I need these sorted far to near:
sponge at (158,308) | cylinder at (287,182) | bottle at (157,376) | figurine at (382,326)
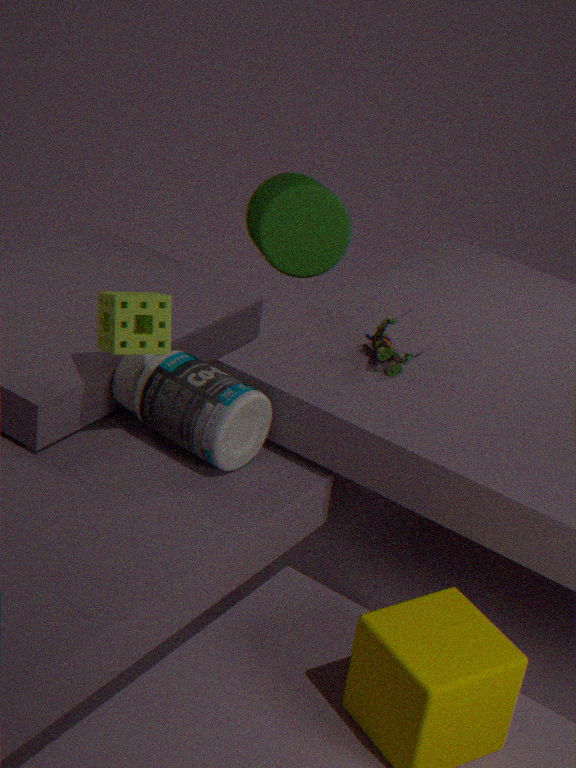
1. cylinder at (287,182)
2. figurine at (382,326)
3. bottle at (157,376)
4. sponge at (158,308)
